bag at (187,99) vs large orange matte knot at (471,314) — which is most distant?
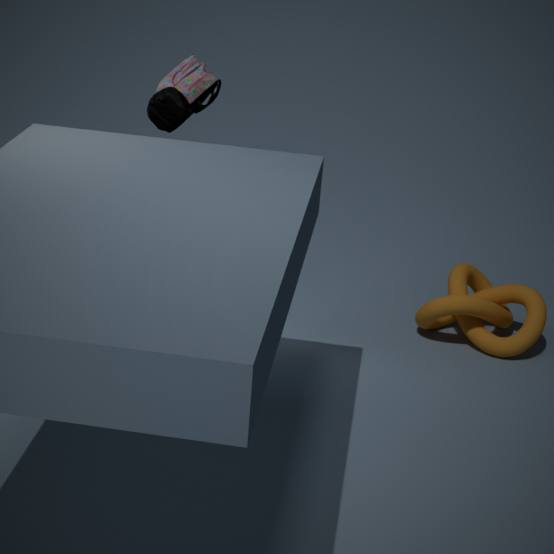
large orange matte knot at (471,314)
